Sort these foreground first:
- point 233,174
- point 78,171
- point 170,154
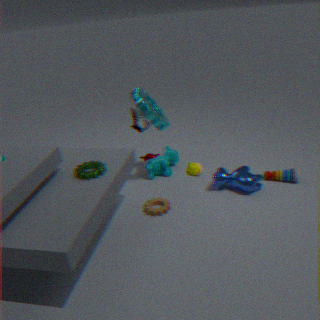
point 78,171, point 233,174, point 170,154
